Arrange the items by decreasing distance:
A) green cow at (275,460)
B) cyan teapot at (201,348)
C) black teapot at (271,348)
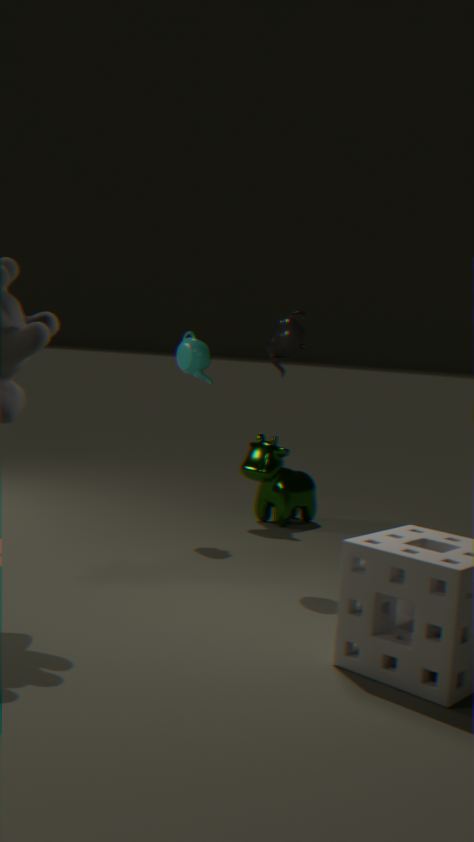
A. green cow at (275,460) → B. cyan teapot at (201,348) → C. black teapot at (271,348)
